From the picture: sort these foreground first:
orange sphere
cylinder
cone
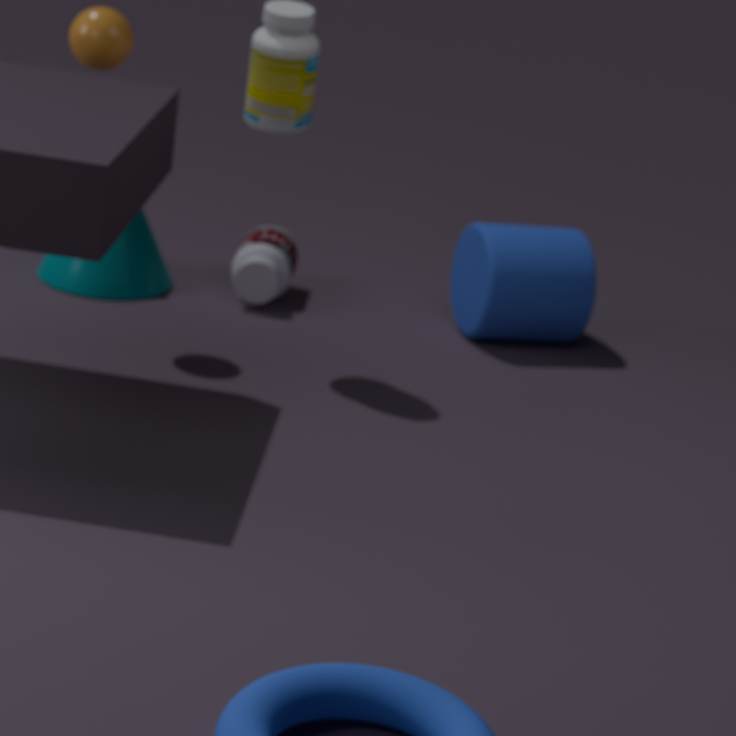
orange sphere, cylinder, cone
